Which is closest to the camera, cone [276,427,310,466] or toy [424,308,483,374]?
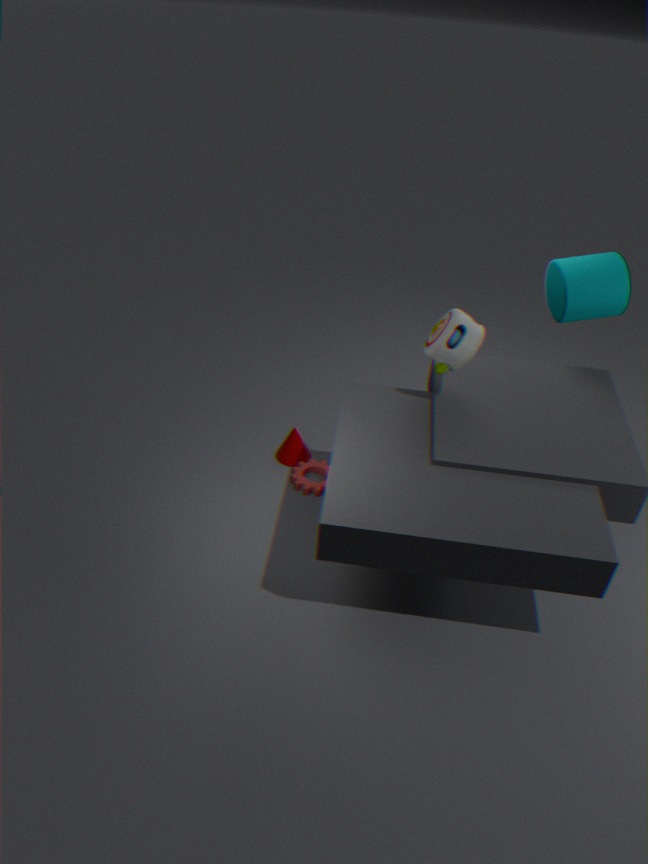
toy [424,308,483,374]
